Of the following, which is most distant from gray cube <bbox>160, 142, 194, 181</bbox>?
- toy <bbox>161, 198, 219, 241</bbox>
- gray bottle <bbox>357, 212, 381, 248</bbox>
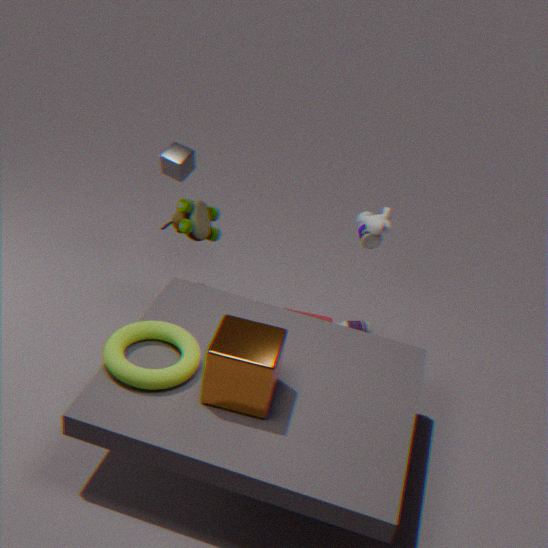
gray bottle <bbox>357, 212, 381, 248</bbox>
